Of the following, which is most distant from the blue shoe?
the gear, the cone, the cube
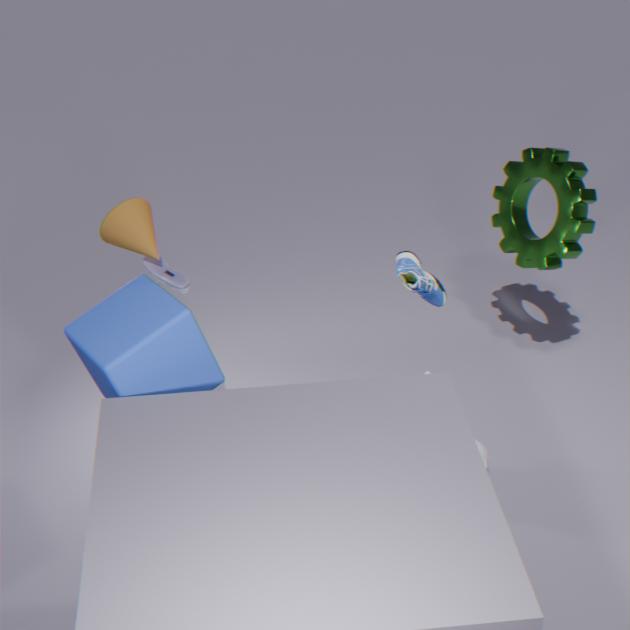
the cone
